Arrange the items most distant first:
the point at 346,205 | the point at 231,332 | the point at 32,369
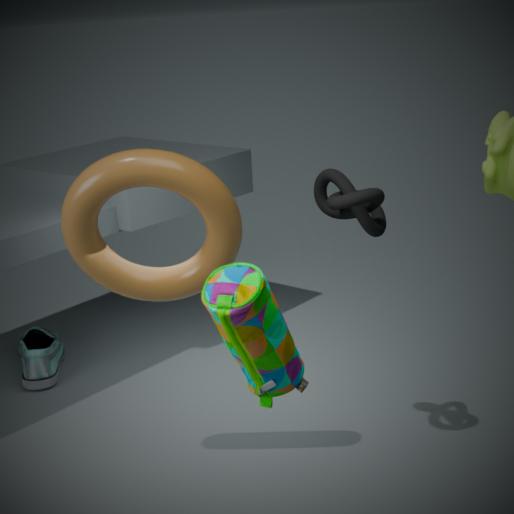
1. the point at 32,369
2. the point at 346,205
3. the point at 231,332
